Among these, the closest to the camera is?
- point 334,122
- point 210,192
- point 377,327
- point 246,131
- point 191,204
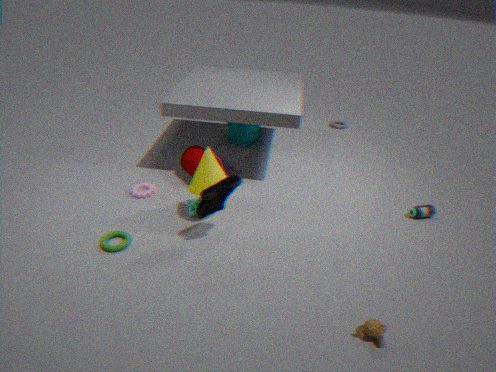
point 377,327
